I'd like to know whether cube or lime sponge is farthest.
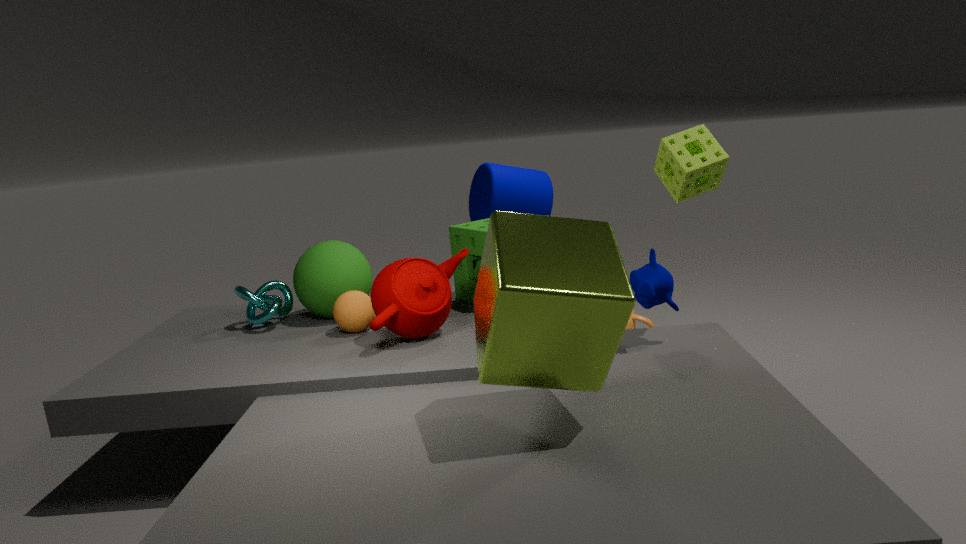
lime sponge
